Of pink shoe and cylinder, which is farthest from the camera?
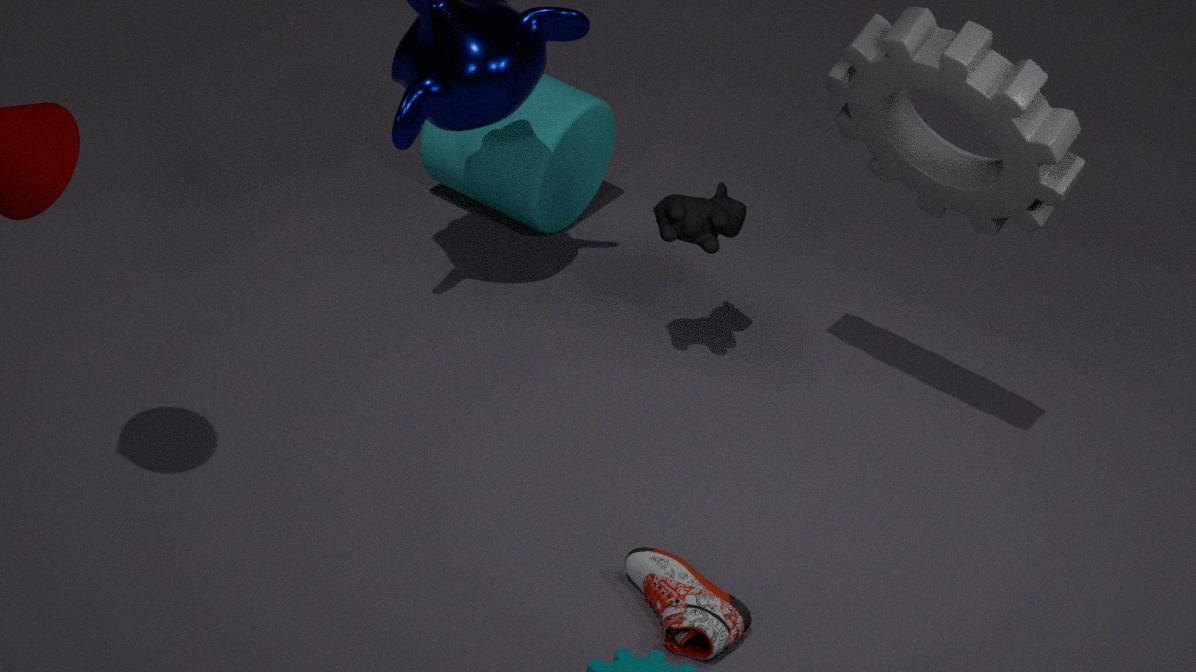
cylinder
